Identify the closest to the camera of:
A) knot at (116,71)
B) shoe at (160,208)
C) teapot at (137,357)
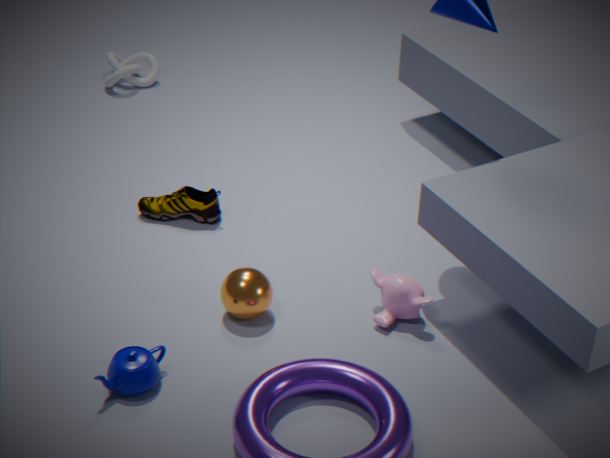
teapot at (137,357)
